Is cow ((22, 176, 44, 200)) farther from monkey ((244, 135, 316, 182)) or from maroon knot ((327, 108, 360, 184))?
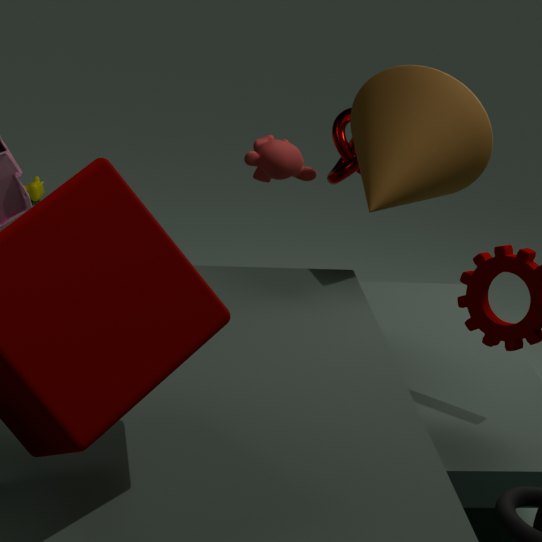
maroon knot ((327, 108, 360, 184))
